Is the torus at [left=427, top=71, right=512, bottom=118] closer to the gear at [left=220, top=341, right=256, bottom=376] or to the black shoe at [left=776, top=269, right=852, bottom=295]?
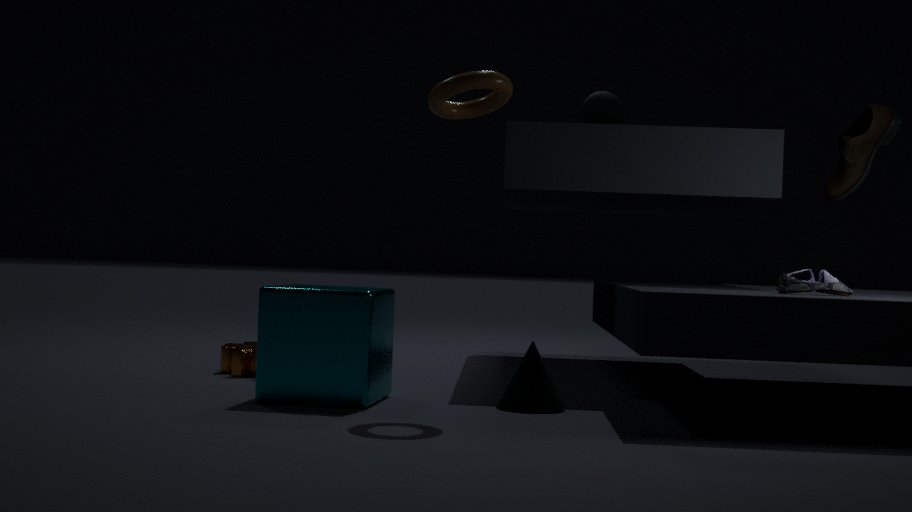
the black shoe at [left=776, top=269, right=852, bottom=295]
